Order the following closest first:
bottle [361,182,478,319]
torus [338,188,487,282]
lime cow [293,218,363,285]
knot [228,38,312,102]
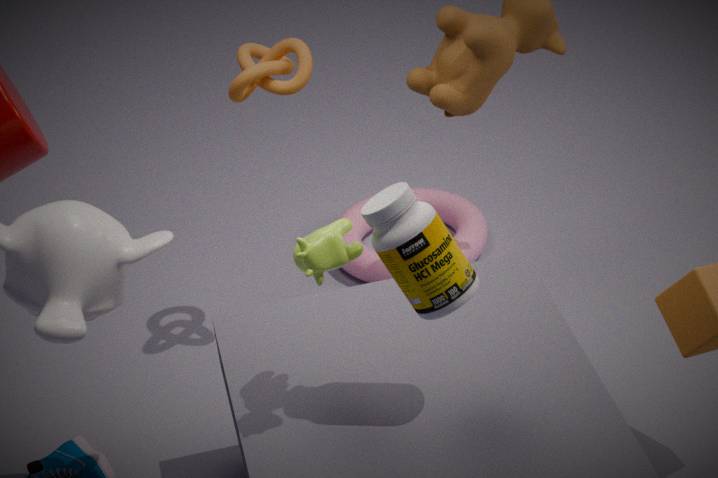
1. bottle [361,182,478,319]
2. lime cow [293,218,363,285]
3. knot [228,38,312,102]
4. torus [338,188,487,282]
